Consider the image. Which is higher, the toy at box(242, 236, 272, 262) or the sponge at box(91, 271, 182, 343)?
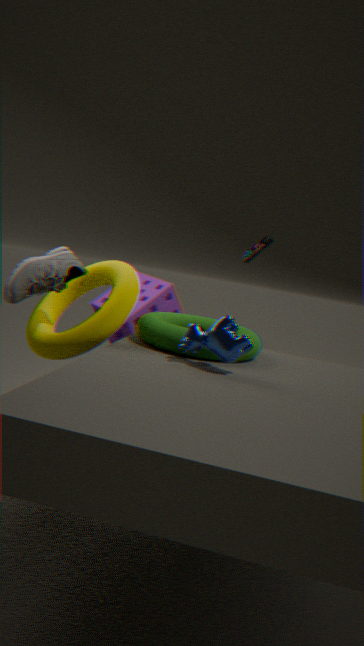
the toy at box(242, 236, 272, 262)
